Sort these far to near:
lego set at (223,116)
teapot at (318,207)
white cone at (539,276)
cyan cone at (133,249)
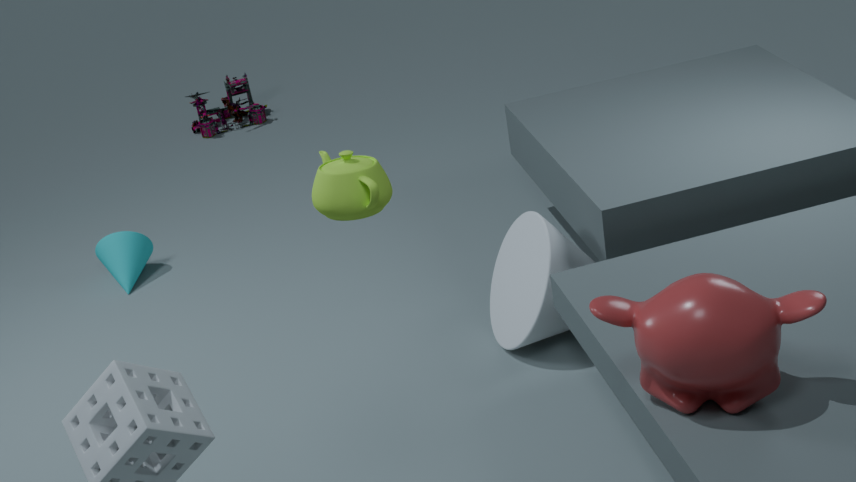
lego set at (223,116) < cyan cone at (133,249) < white cone at (539,276) < teapot at (318,207)
